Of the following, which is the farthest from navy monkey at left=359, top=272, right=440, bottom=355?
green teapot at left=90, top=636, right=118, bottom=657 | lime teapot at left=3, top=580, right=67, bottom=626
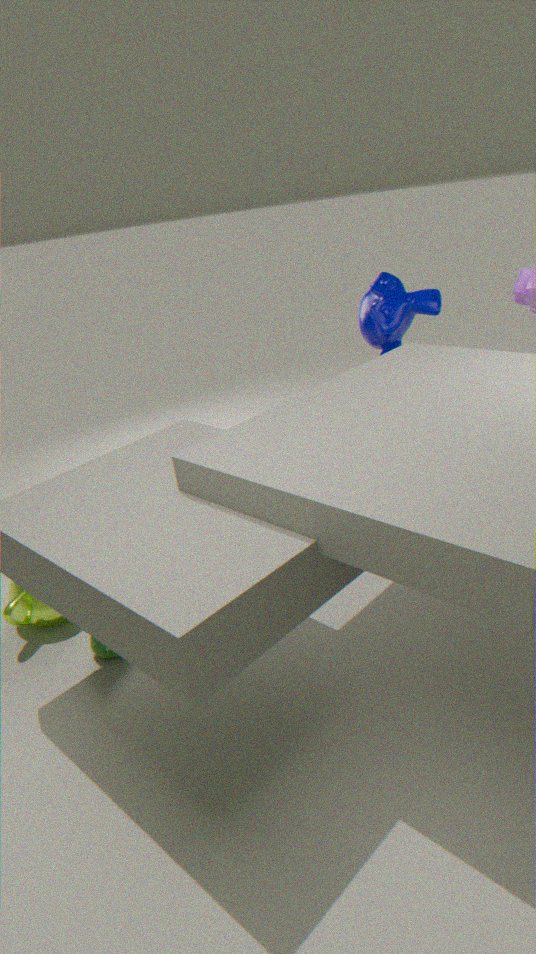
green teapot at left=90, top=636, right=118, bottom=657
